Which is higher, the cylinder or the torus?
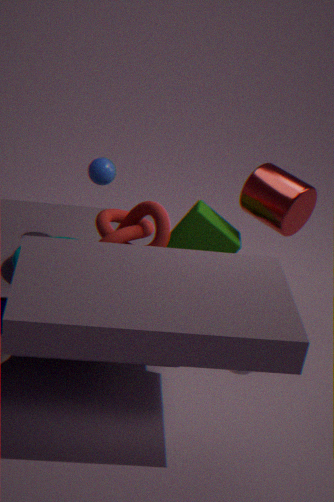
the cylinder
